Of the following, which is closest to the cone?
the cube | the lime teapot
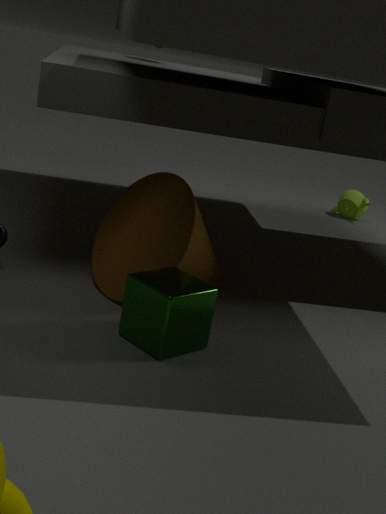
the cube
